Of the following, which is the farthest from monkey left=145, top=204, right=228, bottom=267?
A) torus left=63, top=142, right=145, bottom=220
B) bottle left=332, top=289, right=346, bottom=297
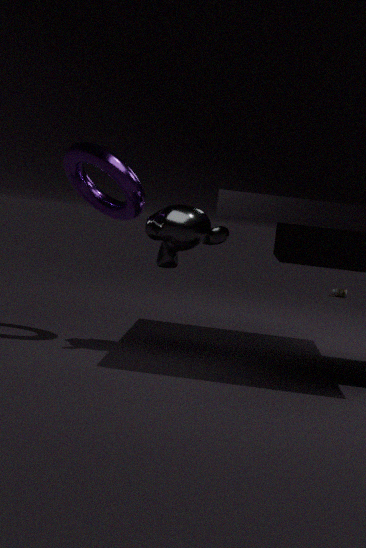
bottle left=332, top=289, right=346, bottom=297
